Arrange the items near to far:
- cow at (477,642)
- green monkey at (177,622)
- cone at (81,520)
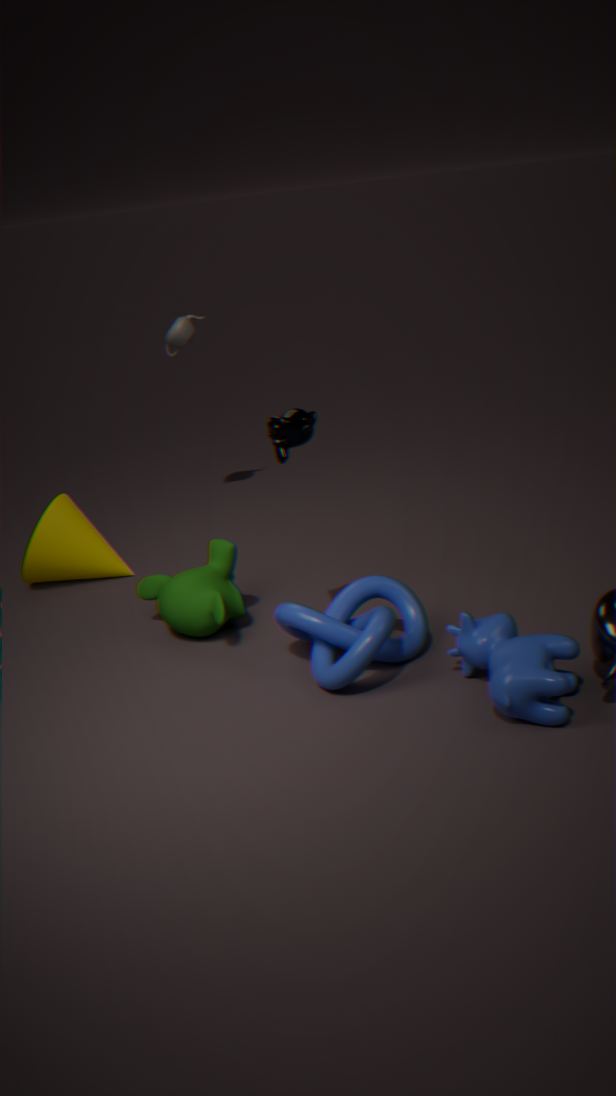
cow at (477,642) → green monkey at (177,622) → cone at (81,520)
